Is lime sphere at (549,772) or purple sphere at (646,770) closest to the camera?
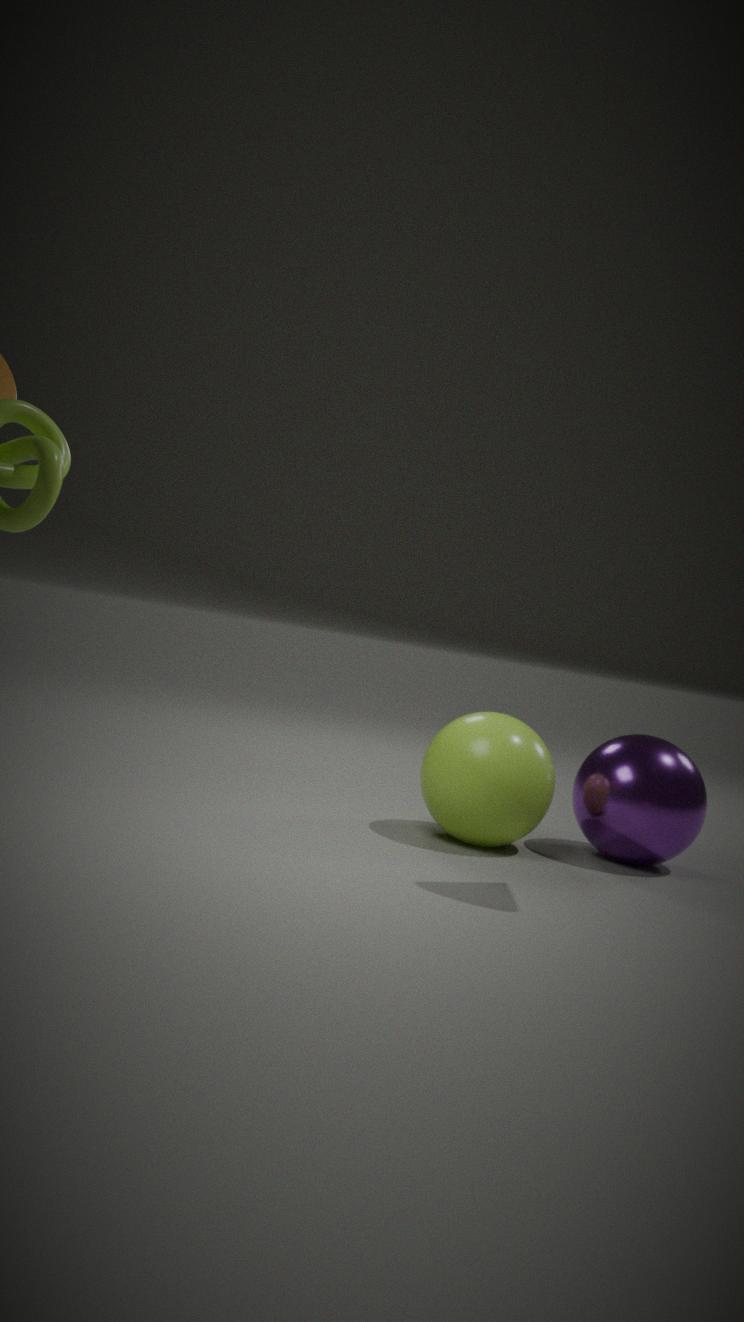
lime sphere at (549,772)
